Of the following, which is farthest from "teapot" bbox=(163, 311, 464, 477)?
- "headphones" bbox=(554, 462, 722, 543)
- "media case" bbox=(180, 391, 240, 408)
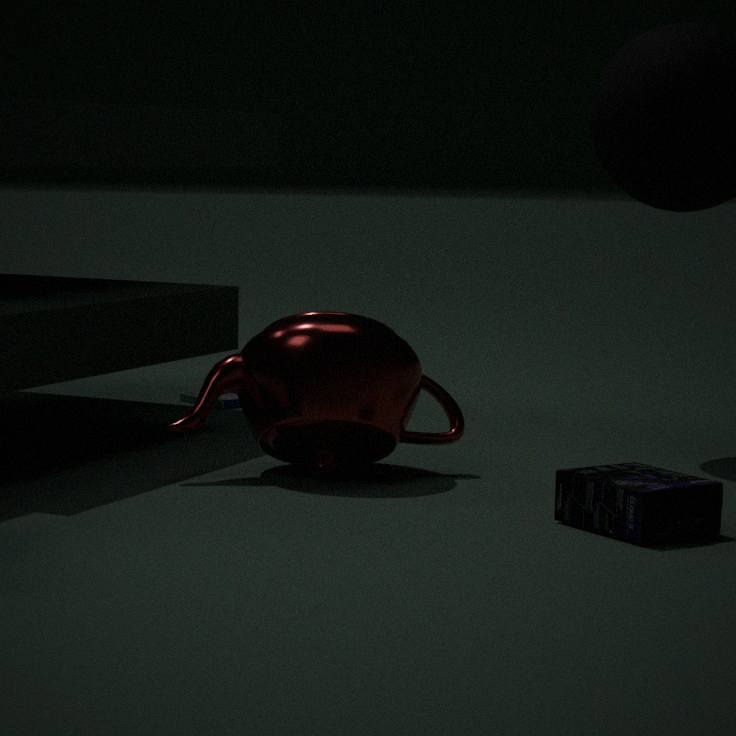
"media case" bbox=(180, 391, 240, 408)
